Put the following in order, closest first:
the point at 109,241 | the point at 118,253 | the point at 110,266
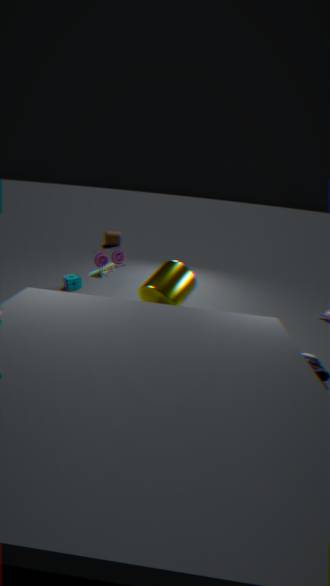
1. the point at 110,266
2. the point at 118,253
3. the point at 109,241
